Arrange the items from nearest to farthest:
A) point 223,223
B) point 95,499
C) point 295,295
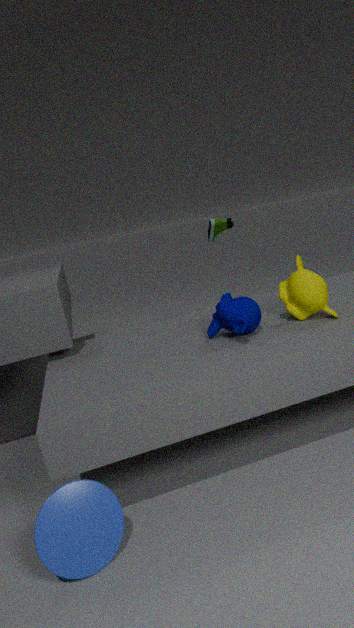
point 95,499 → point 295,295 → point 223,223
